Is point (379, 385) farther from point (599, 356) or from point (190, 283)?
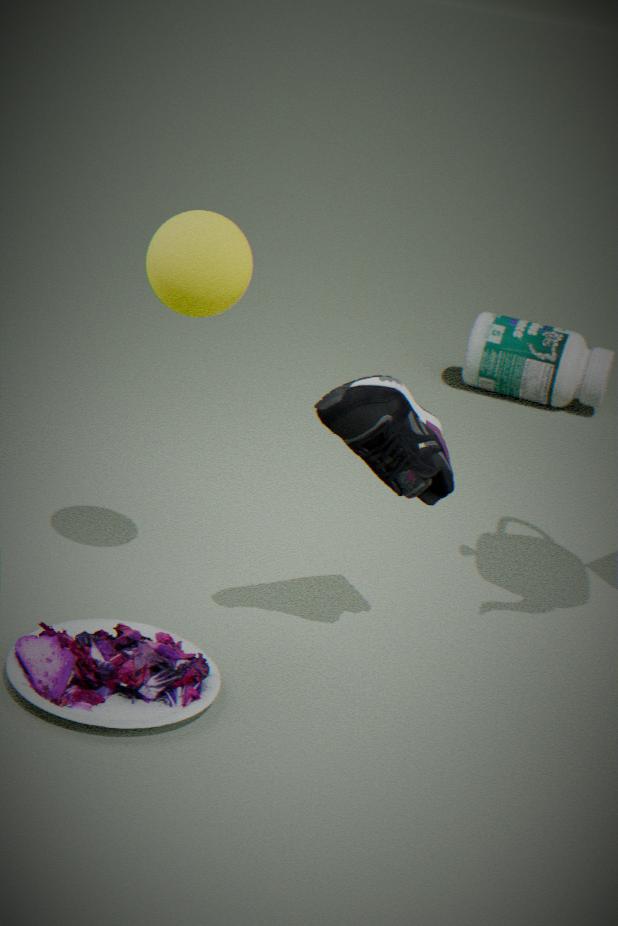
point (599, 356)
